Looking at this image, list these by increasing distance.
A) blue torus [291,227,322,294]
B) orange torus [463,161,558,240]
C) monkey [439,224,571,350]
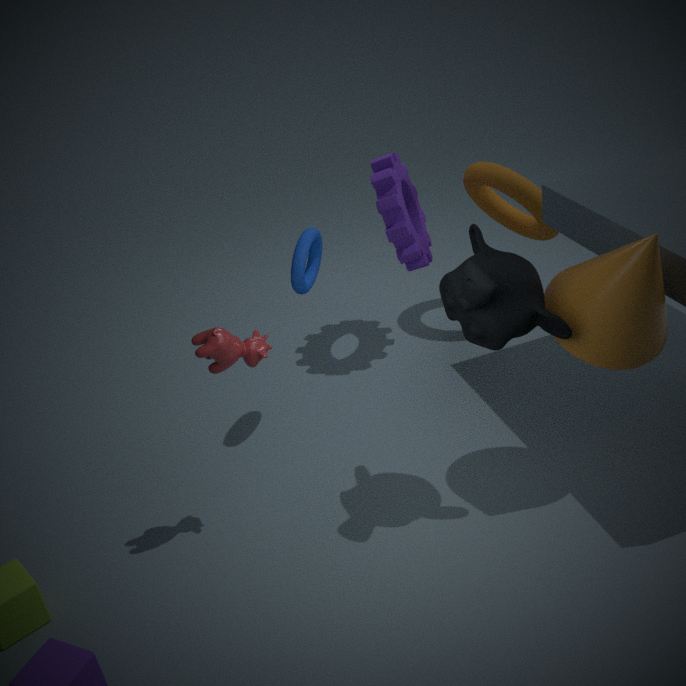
monkey [439,224,571,350]
blue torus [291,227,322,294]
orange torus [463,161,558,240]
